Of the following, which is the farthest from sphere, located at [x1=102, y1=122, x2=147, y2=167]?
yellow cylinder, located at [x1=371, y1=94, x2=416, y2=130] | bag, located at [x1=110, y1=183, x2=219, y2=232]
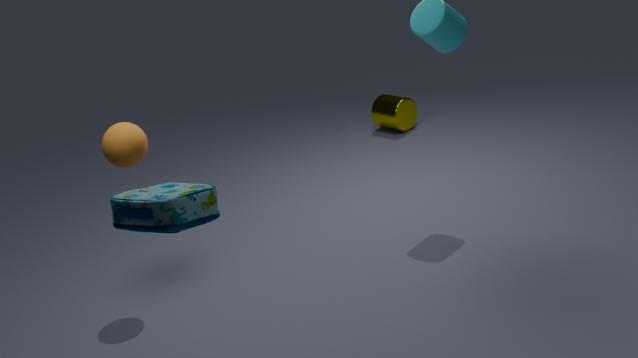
yellow cylinder, located at [x1=371, y1=94, x2=416, y2=130]
